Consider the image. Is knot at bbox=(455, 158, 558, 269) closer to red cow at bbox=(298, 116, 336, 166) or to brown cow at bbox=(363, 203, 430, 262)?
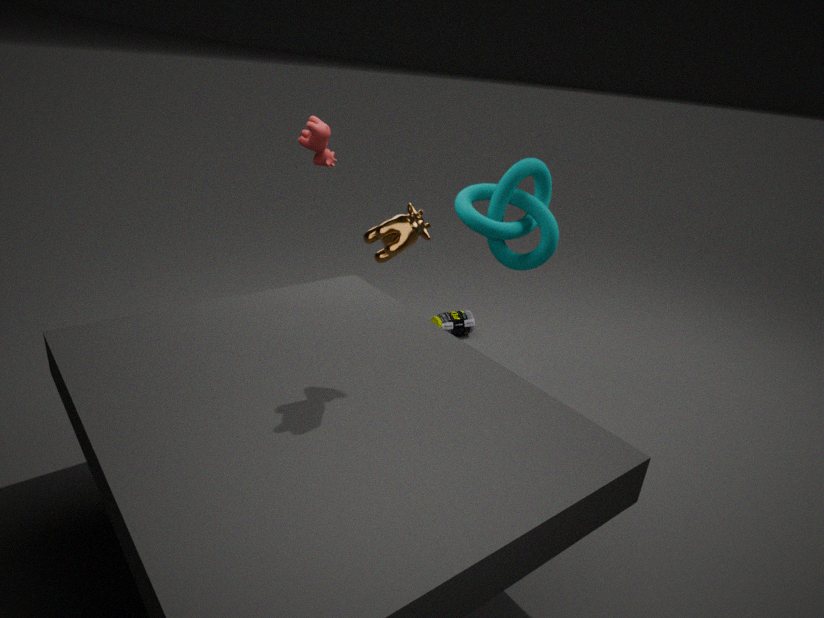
red cow at bbox=(298, 116, 336, 166)
